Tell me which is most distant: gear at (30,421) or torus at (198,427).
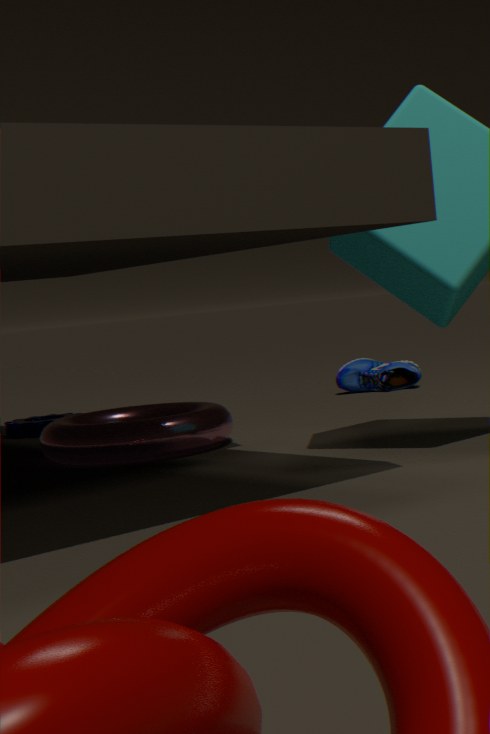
gear at (30,421)
